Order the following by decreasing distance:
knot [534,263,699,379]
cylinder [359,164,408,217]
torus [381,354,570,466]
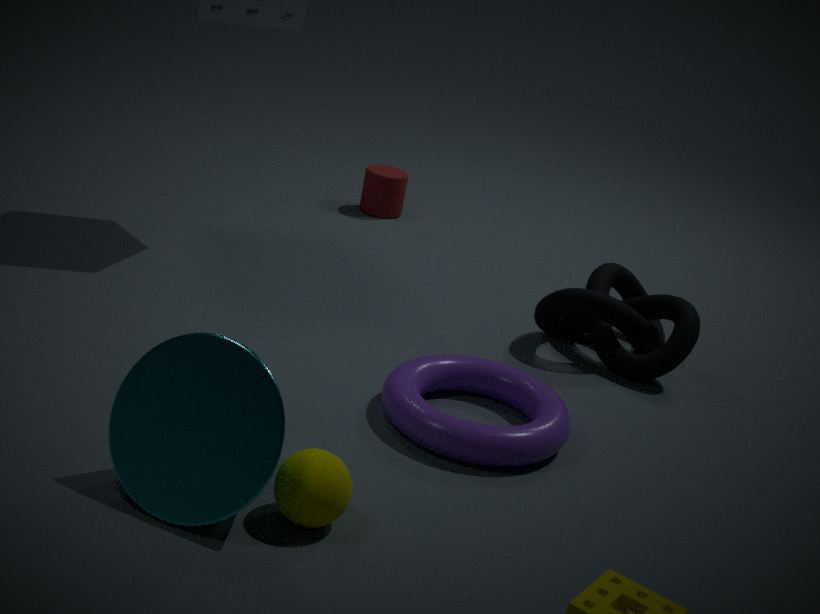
1. cylinder [359,164,408,217]
2. knot [534,263,699,379]
3. torus [381,354,570,466]
